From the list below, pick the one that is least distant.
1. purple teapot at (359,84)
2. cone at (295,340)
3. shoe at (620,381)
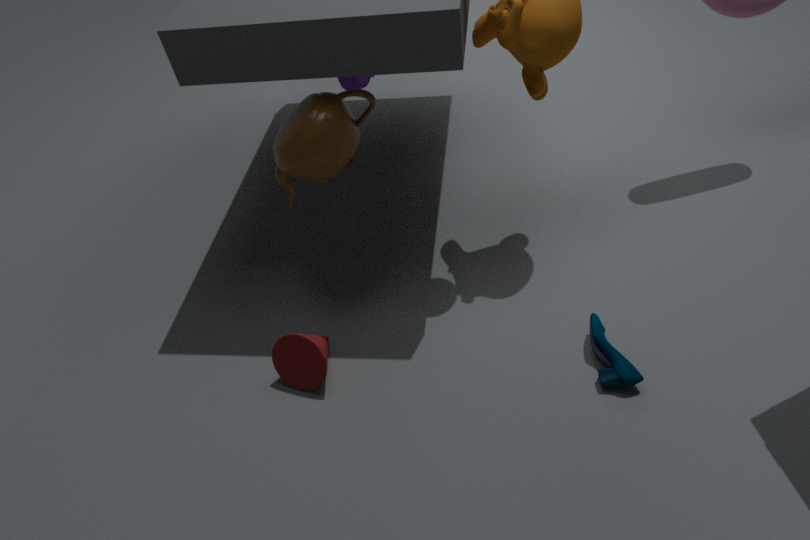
shoe at (620,381)
